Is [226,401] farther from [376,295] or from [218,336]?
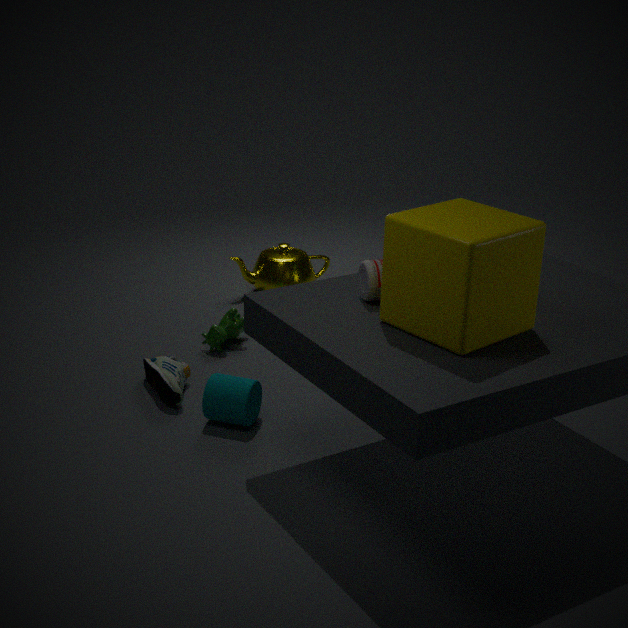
[376,295]
